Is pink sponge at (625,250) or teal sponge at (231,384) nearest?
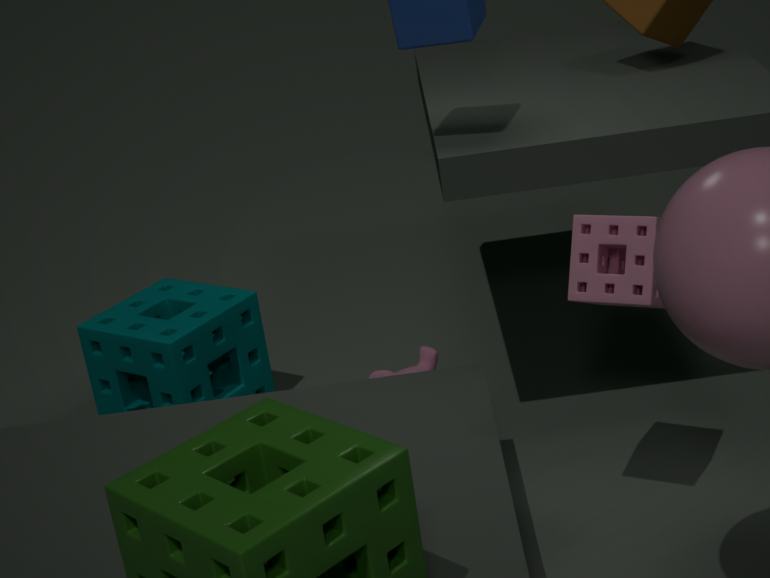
pink sponge at (625,250)
